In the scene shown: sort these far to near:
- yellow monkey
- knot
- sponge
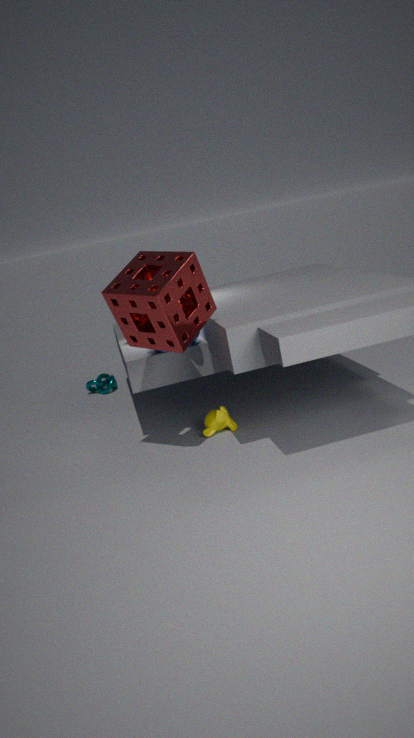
knot → yellow monkey → sponge
